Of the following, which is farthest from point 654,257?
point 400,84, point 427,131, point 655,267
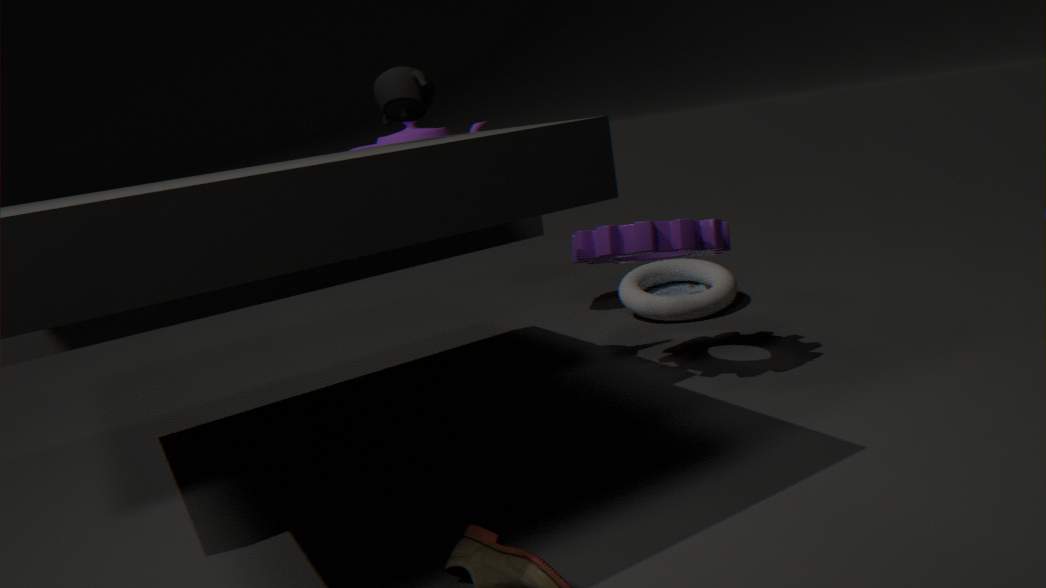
point 400,84
